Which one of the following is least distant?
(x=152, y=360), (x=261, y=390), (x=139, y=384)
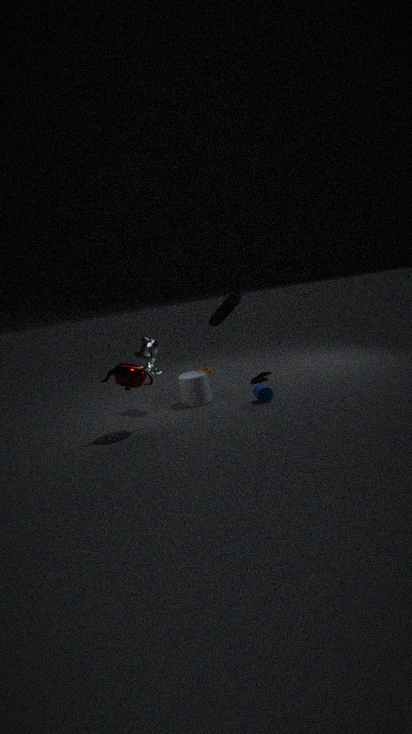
(x=139, y=384)
